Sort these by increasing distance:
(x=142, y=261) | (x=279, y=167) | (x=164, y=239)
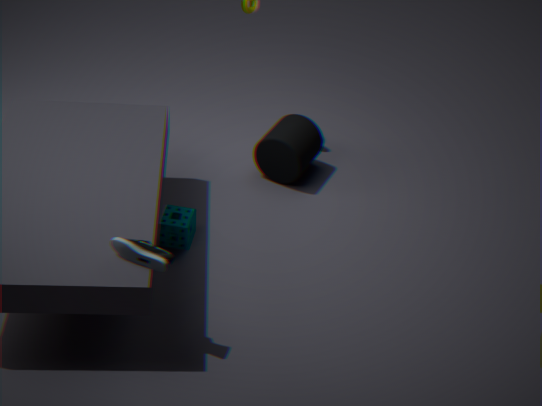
1. (x=142, y=261)
2. (x=164, y=239)
3. (x=279, y=167)
